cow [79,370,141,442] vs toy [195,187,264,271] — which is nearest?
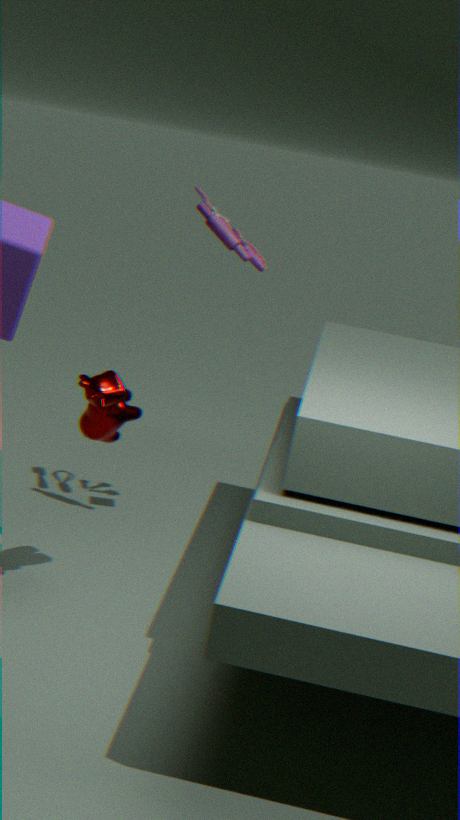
cow [79,370,141,442]
